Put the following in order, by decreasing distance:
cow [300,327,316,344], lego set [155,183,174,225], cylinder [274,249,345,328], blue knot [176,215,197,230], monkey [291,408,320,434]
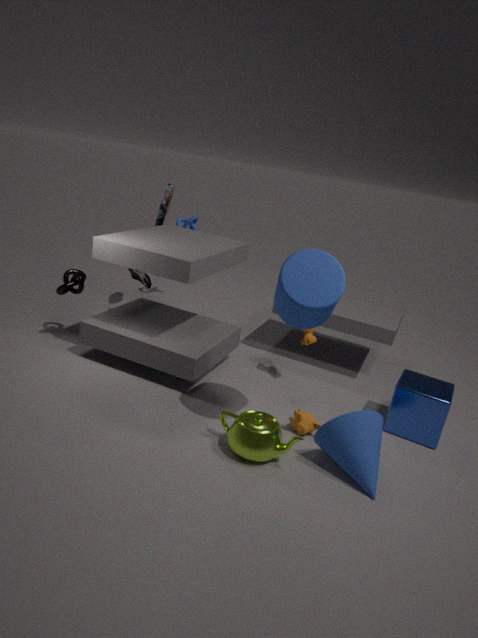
1. blue knot [176,215,197,230]
2. lego set [155,183,174,225]
3. cow [300,327,316,344]
4. monkey [291,408,320,434]
5. cylinder [274,249,345,328]
